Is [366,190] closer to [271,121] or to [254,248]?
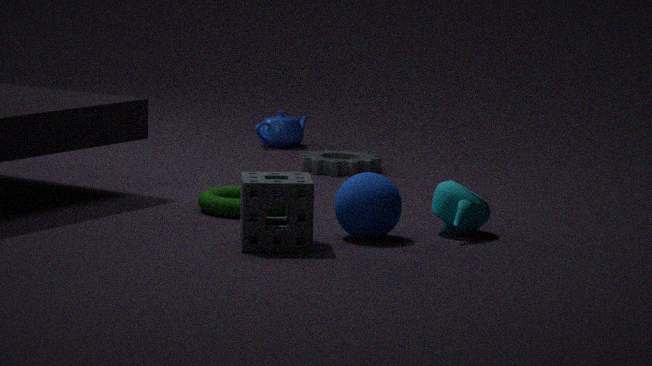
[254,248]
